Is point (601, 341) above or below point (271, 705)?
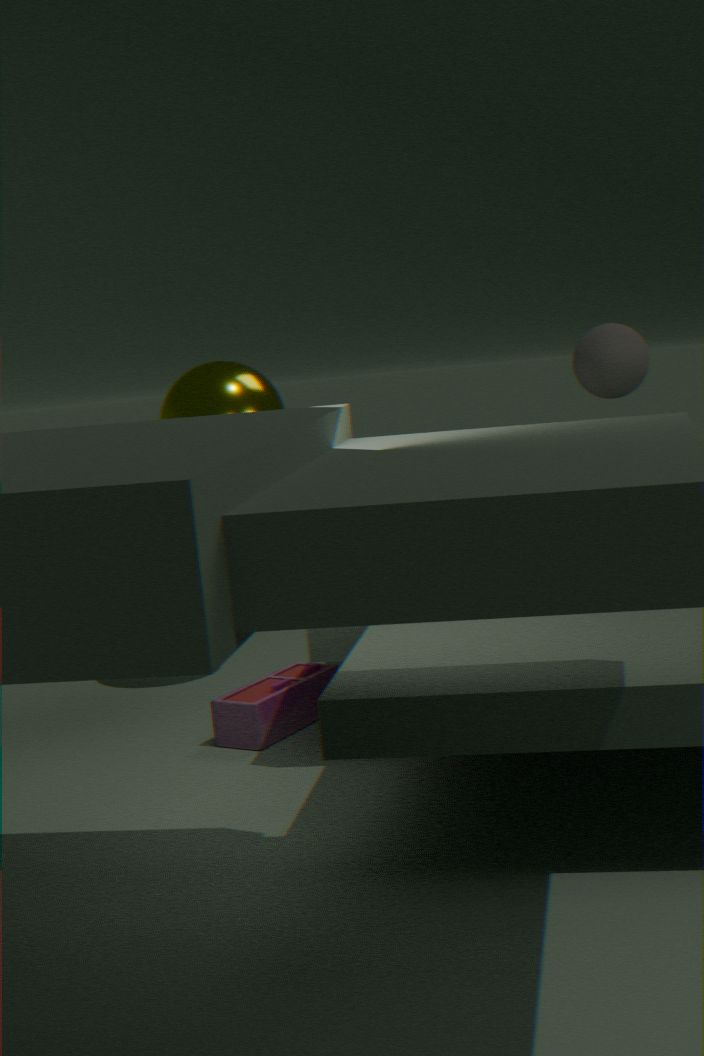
above
